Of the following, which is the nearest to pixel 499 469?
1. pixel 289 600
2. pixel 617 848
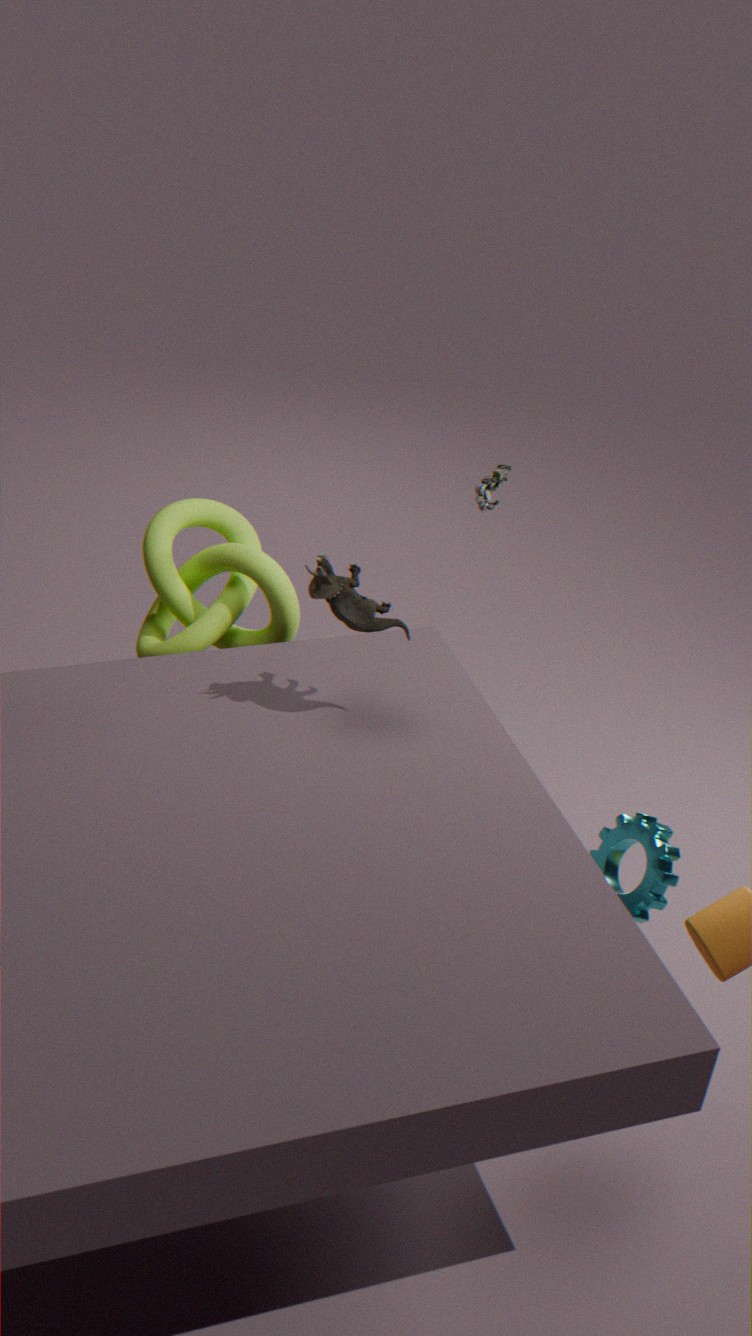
pixel 289 600
